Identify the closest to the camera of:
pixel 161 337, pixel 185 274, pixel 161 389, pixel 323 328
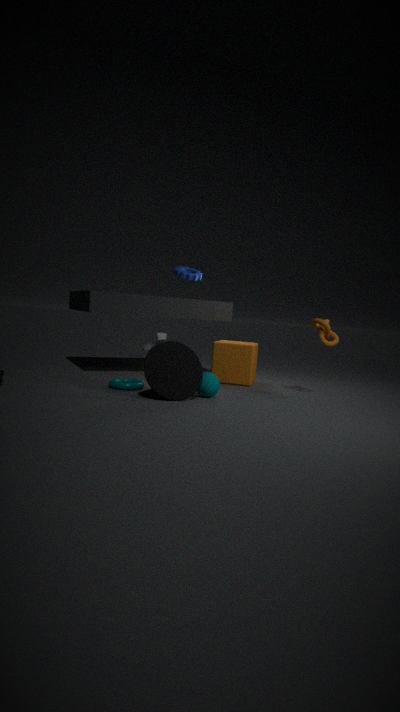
pixel 161 389
